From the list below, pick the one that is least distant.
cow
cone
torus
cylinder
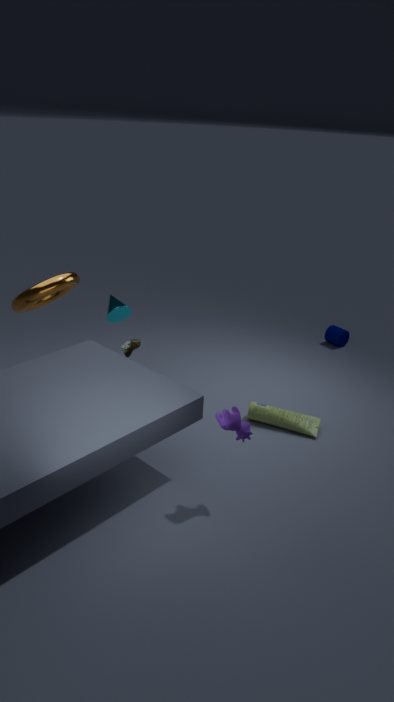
cow
